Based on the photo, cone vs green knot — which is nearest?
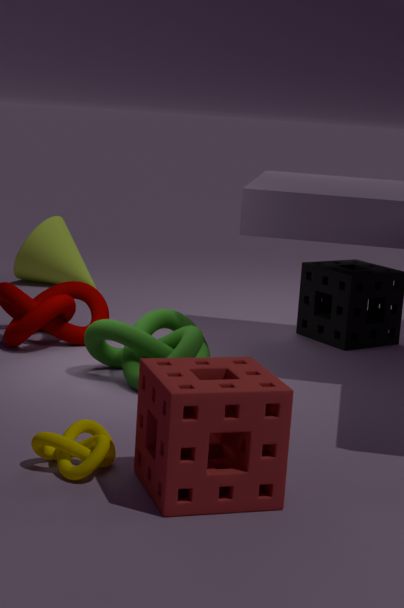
green knot
